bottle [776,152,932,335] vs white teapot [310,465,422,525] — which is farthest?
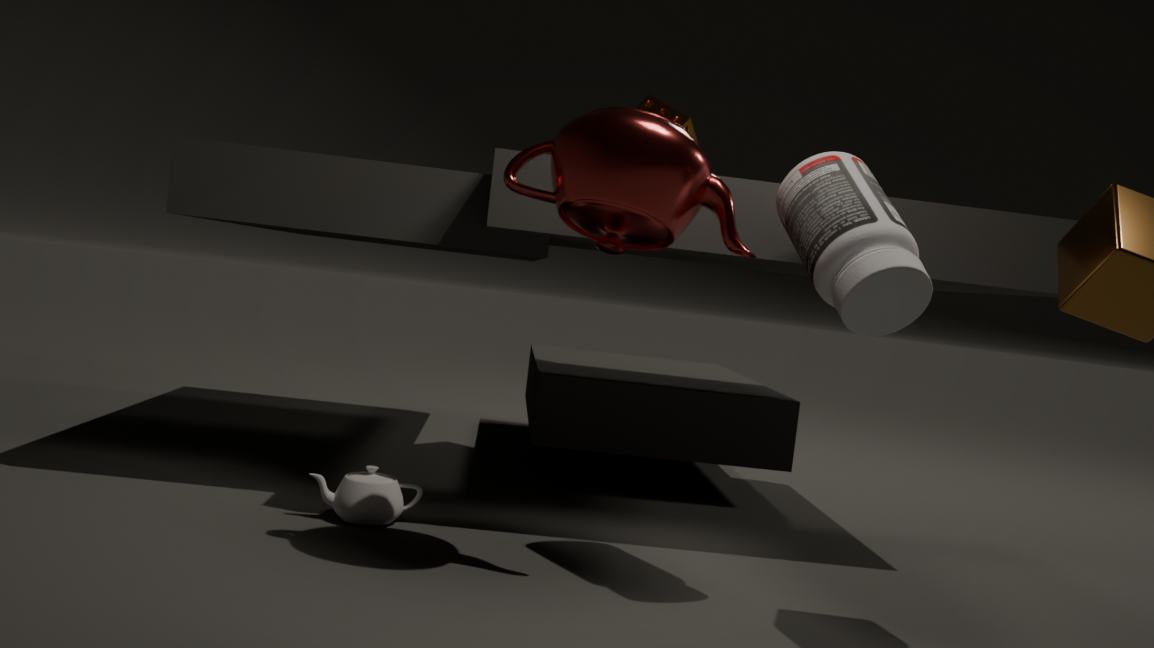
white teapot [310,465,422,525]
